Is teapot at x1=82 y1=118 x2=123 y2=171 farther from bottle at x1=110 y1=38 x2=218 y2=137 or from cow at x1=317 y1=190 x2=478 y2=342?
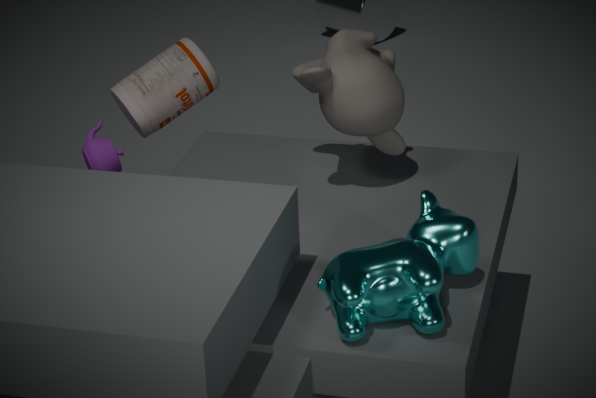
cow at x1=317 y1=190 x2=478 y2=342
